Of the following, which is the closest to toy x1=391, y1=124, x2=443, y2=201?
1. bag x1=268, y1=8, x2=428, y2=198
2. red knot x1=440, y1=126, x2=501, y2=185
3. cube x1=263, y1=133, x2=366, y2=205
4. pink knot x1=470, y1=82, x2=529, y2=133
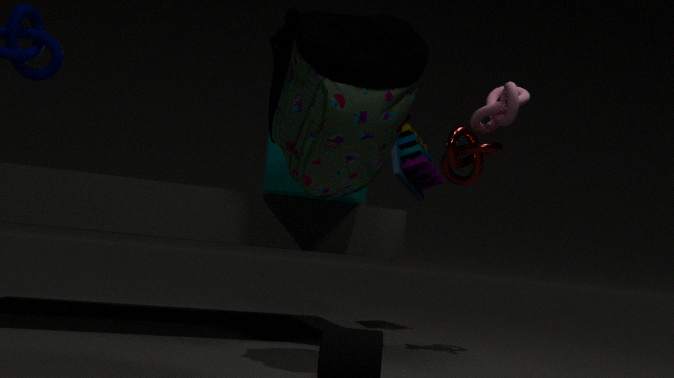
cube x1=263, y1=133, x2=366, y2=205
